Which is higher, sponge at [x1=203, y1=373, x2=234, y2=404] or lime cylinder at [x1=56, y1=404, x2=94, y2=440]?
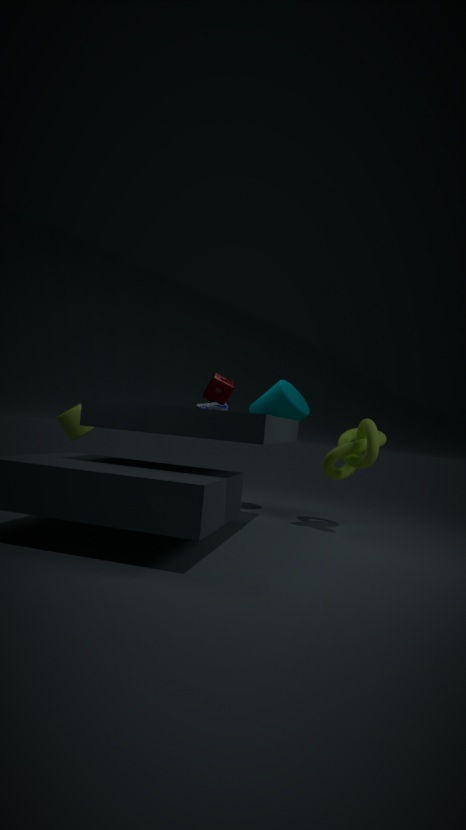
sponge at [x1=203, y1=373, x2=234, y2=404]
